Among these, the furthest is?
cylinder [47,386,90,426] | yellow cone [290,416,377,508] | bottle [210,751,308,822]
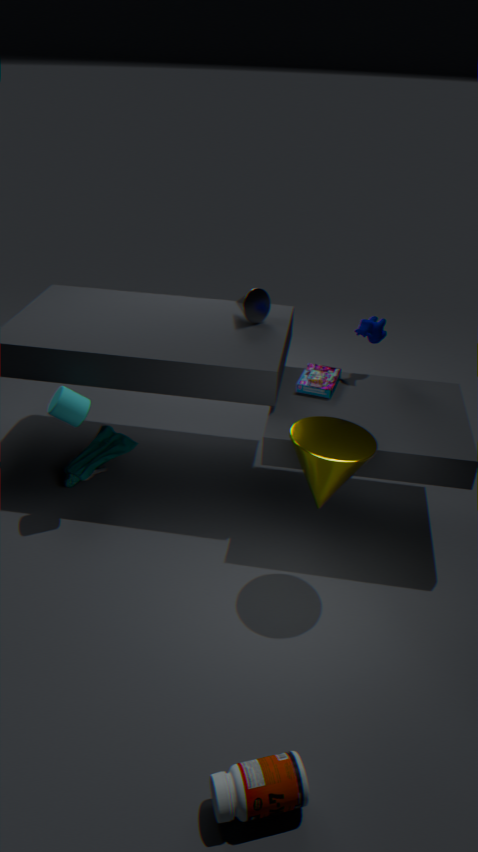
cylinder [47,386,90,426]
